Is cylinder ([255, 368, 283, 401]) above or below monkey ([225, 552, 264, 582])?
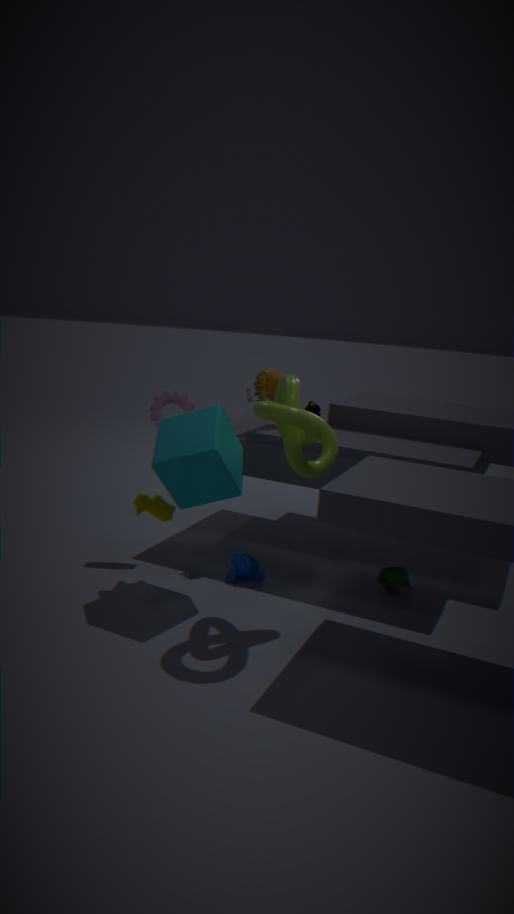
above
